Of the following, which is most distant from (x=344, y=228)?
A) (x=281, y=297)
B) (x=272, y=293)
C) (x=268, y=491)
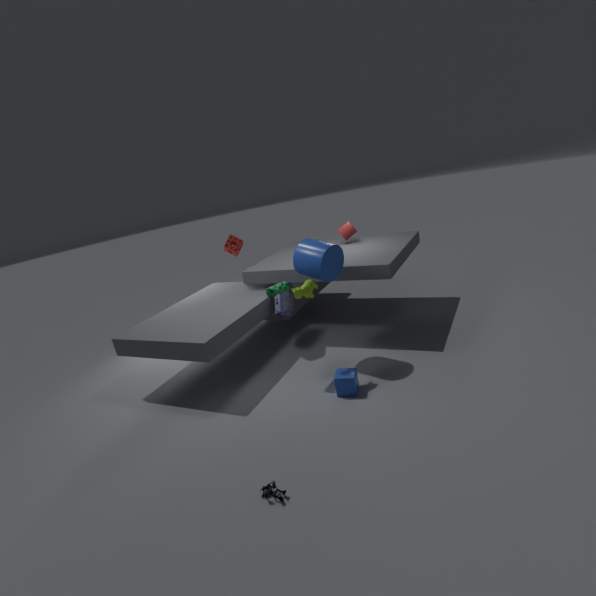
(x=268, y=491)
